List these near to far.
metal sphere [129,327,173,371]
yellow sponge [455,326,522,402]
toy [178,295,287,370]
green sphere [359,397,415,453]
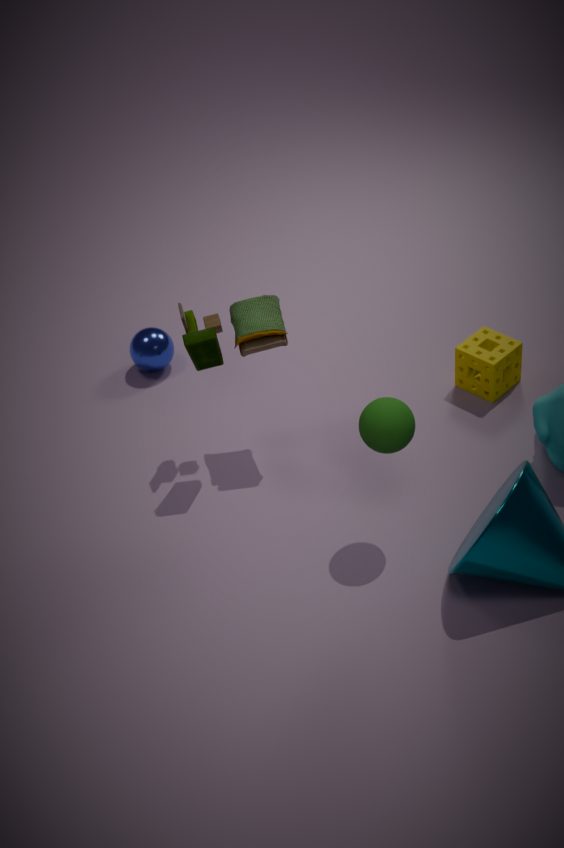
green sphere [359,397,415,453]
toy [178,295,287,370]
yellow sponge [455,326,522,402]
metal sphere [129,327,173,371]
